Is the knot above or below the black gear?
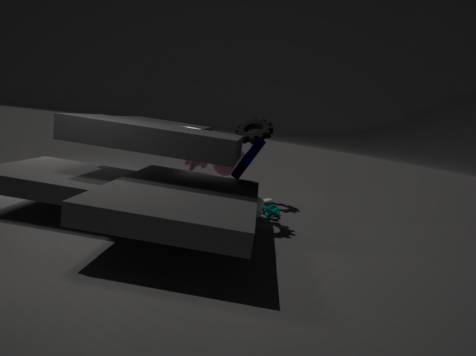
below
